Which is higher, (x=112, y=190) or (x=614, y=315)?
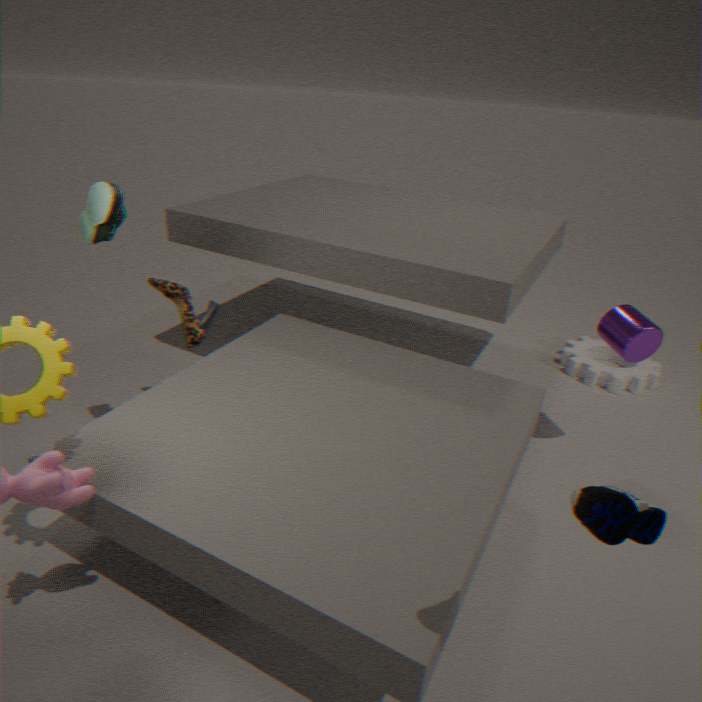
(x=112, y=190)
